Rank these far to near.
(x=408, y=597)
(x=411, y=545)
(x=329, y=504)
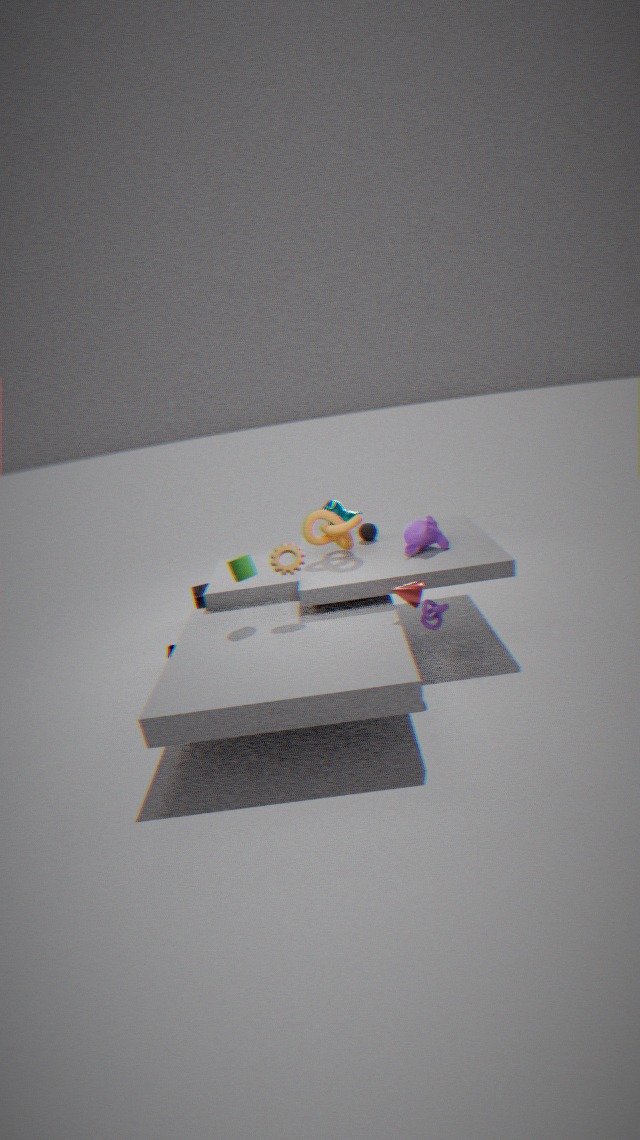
(x=329, y=504) < (x=411, y=545) < (x=408, y=597)
